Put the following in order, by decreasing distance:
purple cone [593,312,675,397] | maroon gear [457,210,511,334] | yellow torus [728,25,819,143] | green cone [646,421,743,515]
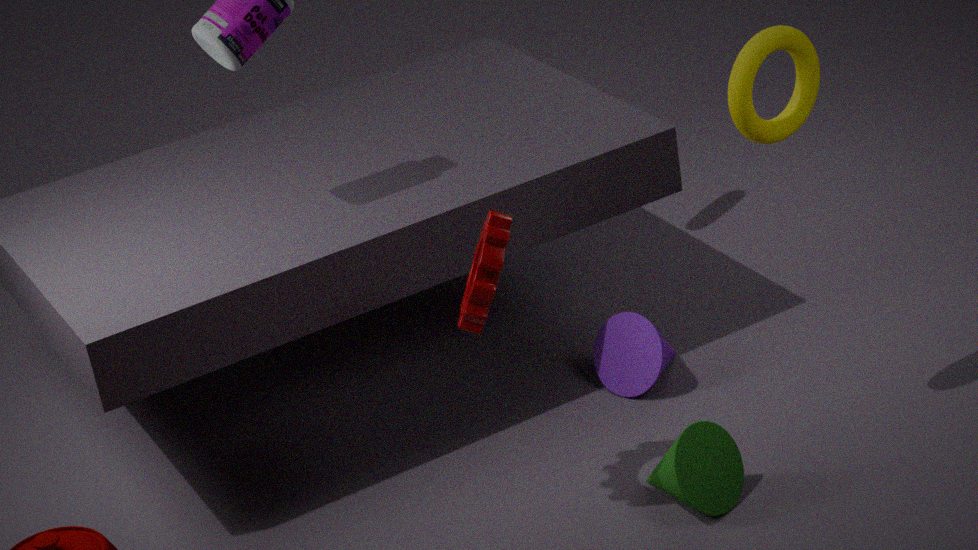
1. purple cone [593,312,675,397]
2. green cone [646,421,743,515]
3. yellow torus [728,25,819,143]
4. maroon gear [457,210,511,334]
